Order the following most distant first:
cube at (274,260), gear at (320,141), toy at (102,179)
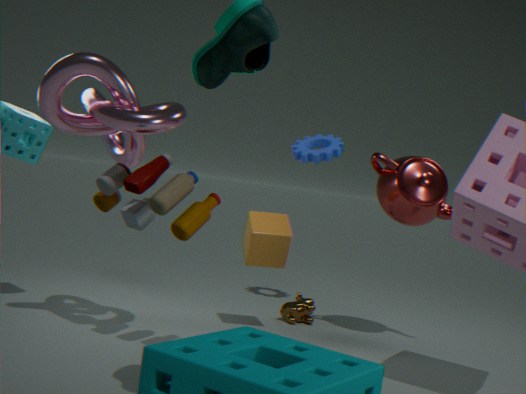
gear at (320,141), cube at (274,260), toy at (102,179)
